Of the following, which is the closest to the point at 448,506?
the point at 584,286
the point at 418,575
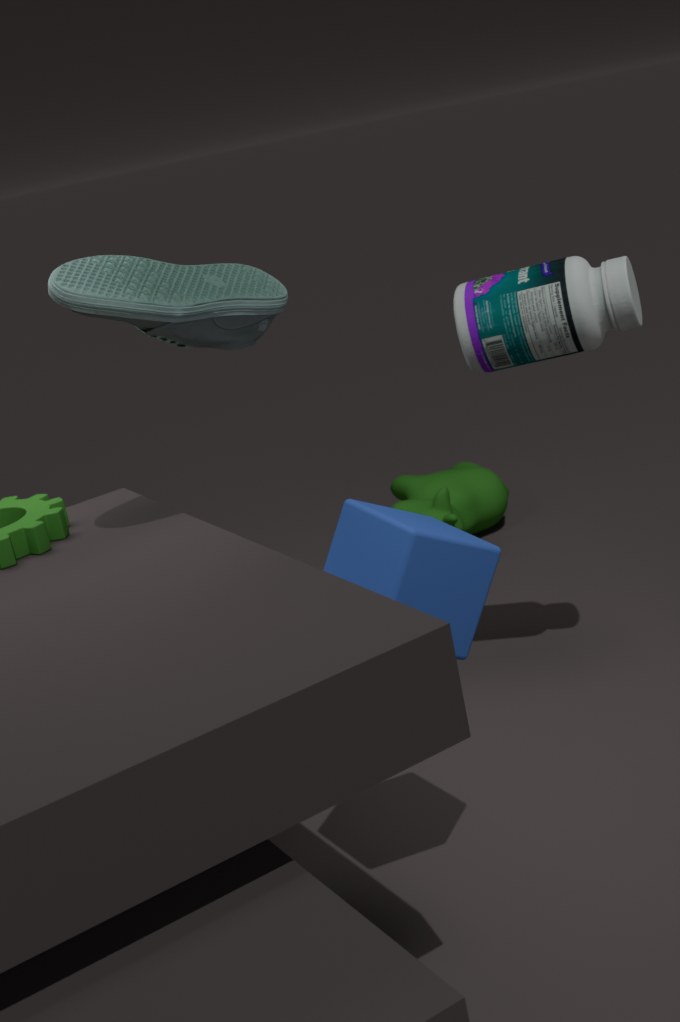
the point at 584,286
